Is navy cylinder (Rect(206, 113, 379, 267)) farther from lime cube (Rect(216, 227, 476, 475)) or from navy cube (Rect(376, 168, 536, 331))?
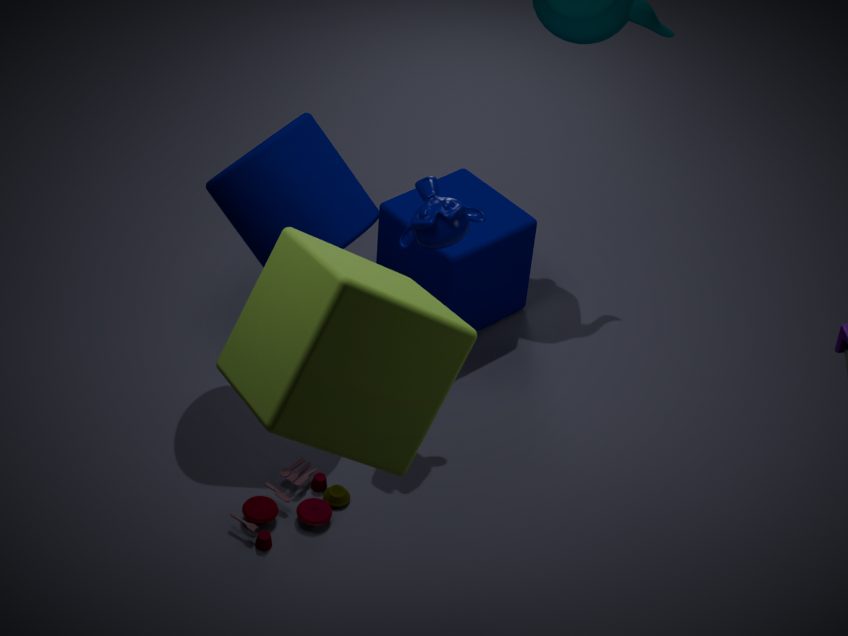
lime cube (Rect(216, 227, 476, 475))
